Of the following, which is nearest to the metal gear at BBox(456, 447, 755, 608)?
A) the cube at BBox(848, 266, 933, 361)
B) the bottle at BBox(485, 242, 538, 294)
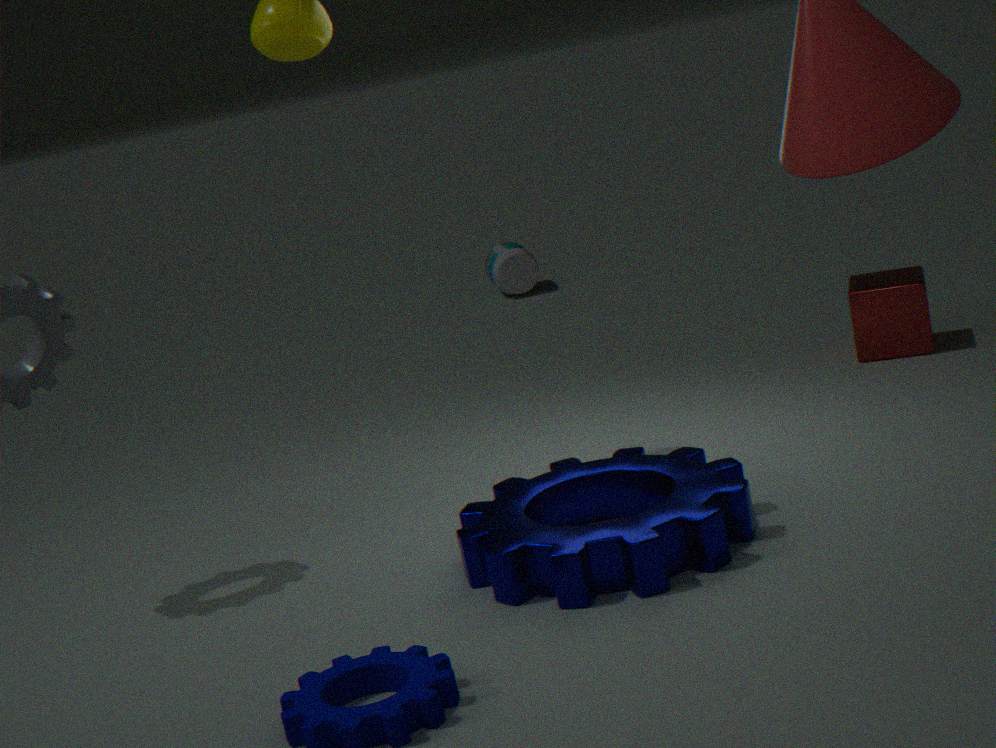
the cube at BBox(848, 266, 933, 361)
